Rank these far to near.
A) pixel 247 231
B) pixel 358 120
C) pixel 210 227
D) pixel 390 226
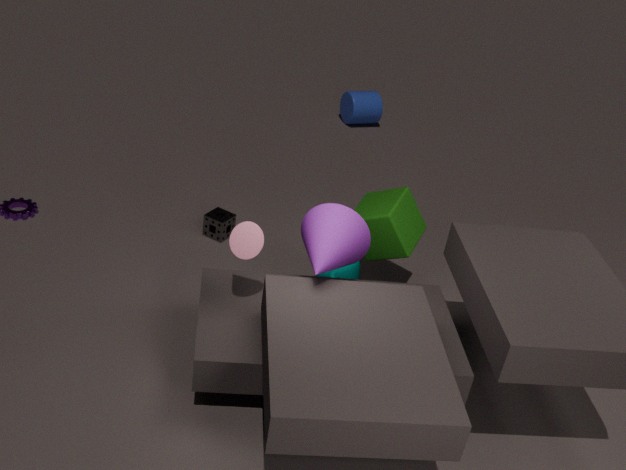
pixel 358 120
pixel 210 227
pixel 390 226
pixel 247 231
